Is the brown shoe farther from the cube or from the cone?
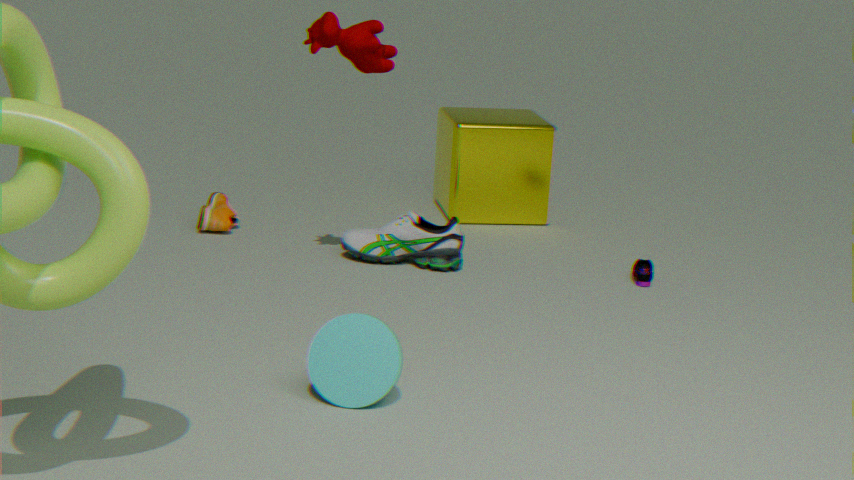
the cone
